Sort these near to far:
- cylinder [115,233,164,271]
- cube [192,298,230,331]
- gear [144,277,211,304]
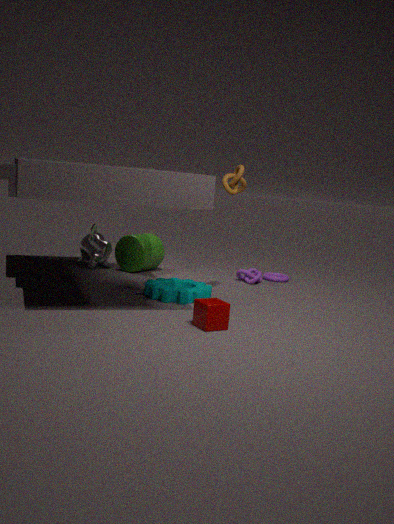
cube [192,298,230,331] → gear [144,277,211,304] → cylinder [115,233,164,271]
